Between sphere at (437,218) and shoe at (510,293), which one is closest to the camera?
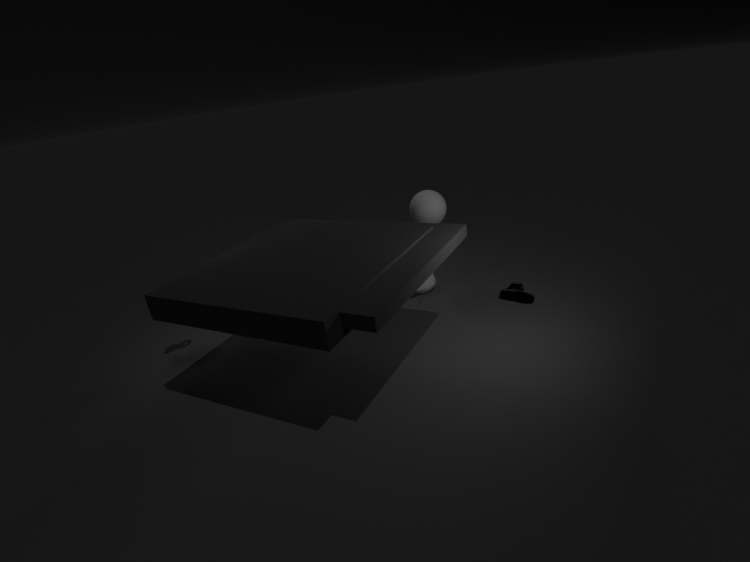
shoe at (510,293)
